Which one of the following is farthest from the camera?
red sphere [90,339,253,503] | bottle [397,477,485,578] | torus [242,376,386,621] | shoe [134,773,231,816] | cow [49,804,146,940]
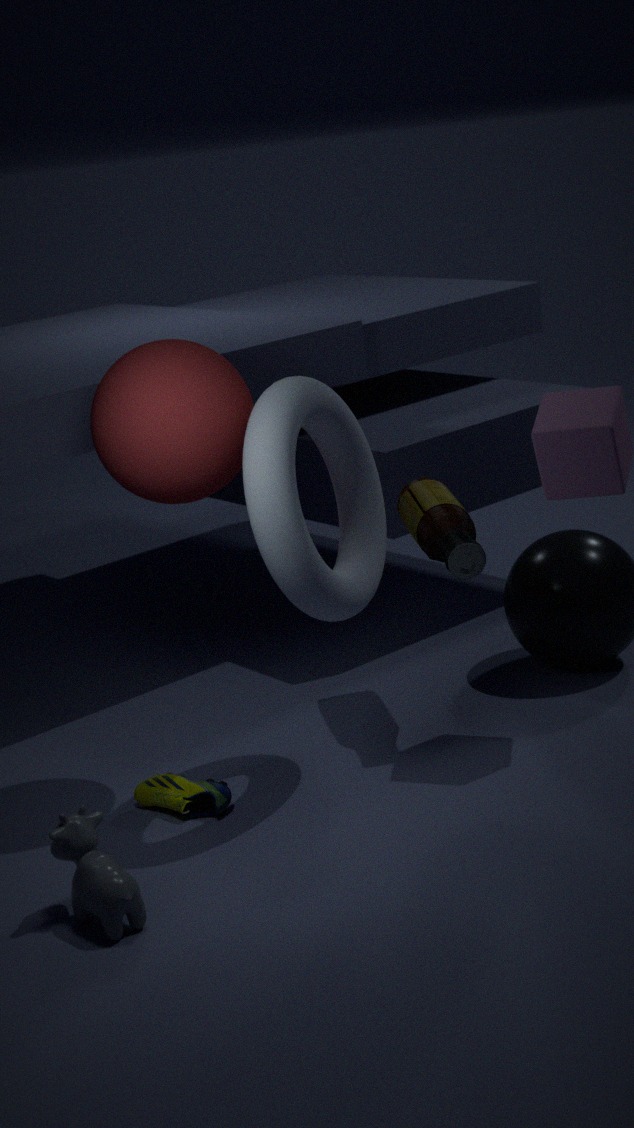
bottle [397,477,485,578]
